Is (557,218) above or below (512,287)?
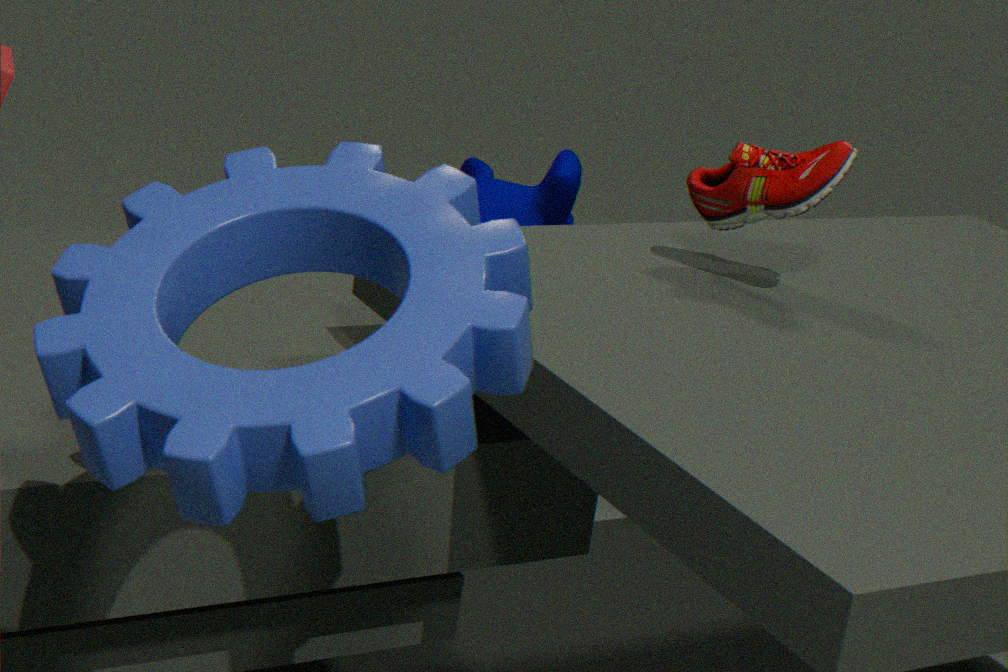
below
